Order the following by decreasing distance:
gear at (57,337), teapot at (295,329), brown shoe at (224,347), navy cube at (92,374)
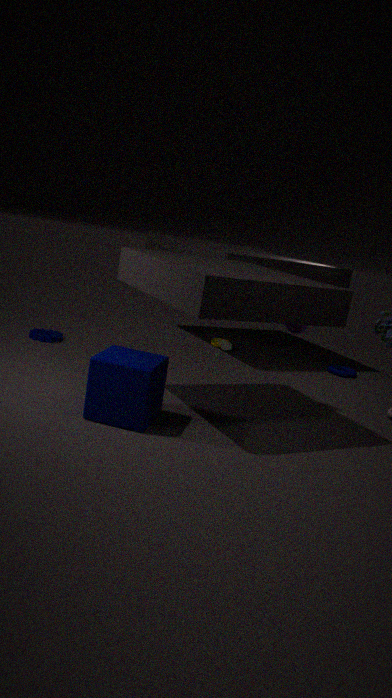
1. brown shoe at (224,347)
2. gear at (57,337)
3. teapot at (295,329)
4. navy cube at (92,374)
